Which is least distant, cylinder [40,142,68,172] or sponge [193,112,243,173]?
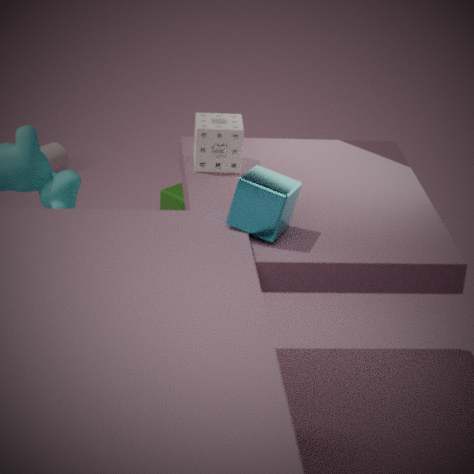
sponge [193,112,243,173]
